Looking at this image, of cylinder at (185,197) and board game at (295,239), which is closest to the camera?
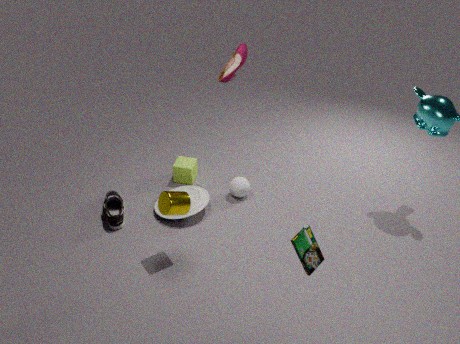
board game at (295,239)
